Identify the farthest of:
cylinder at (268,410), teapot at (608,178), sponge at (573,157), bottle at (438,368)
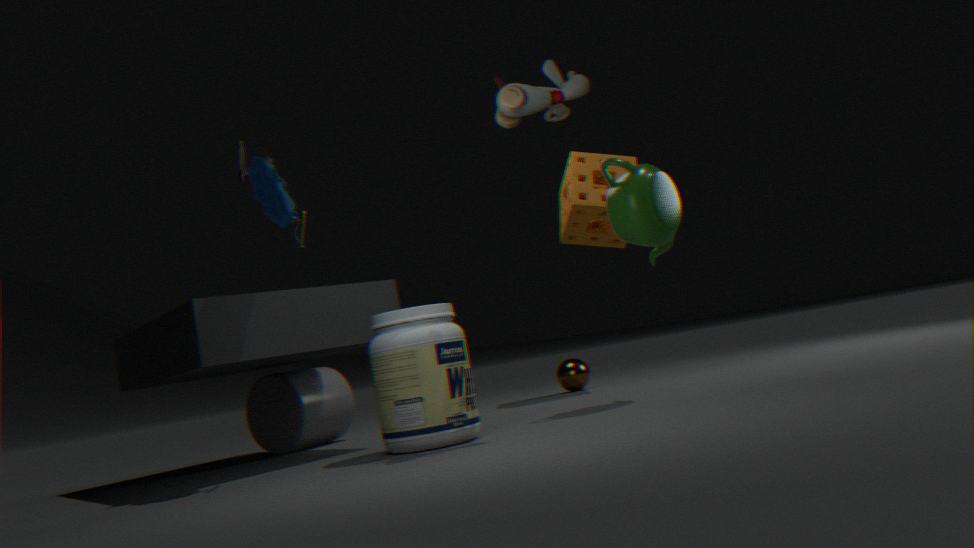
sponge at (573,157)
